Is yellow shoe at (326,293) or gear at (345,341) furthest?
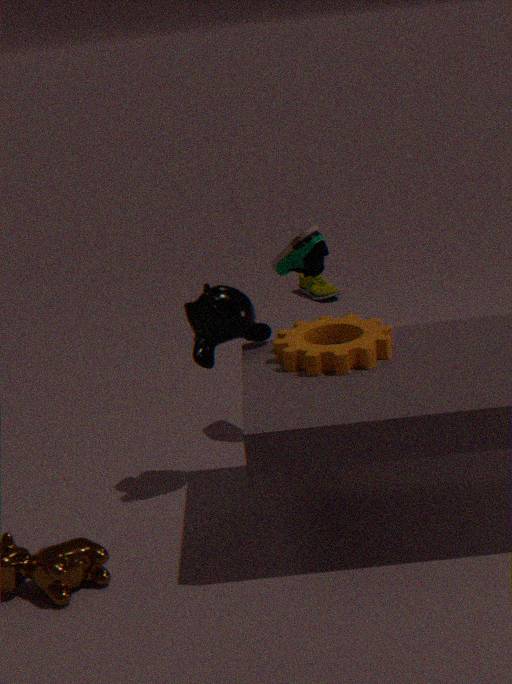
yellow shoe at (326,293)
